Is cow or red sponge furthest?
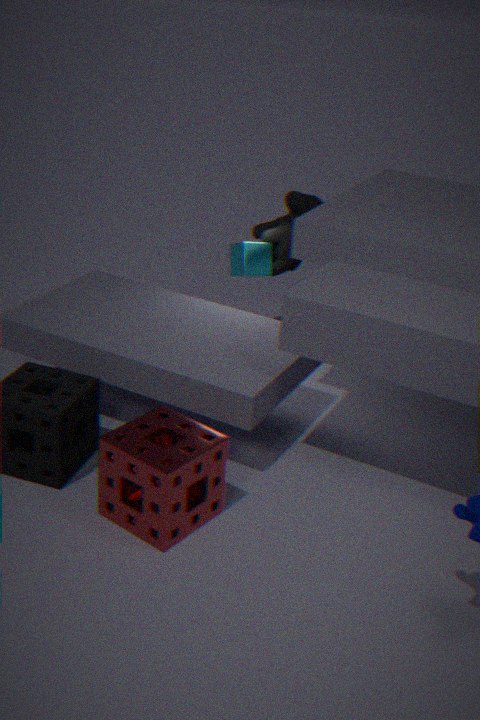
cow
